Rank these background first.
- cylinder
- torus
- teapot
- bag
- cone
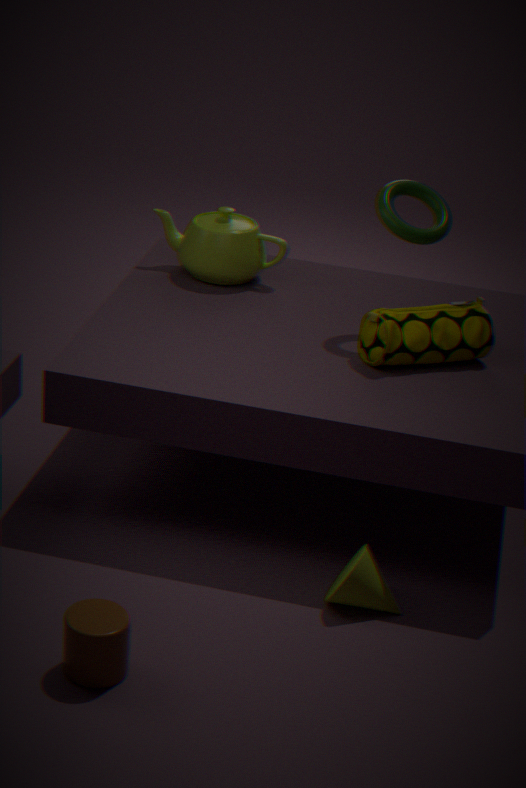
teapot, torus, bag, cone, cylinder
